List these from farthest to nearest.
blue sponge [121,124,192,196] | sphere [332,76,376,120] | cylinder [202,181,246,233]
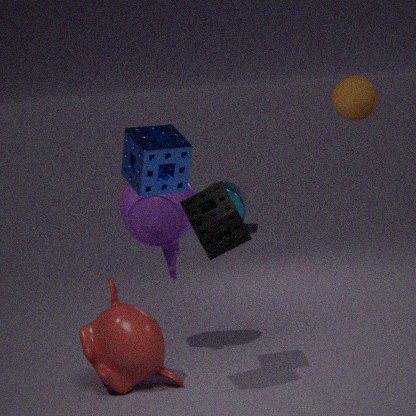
1. cylinder [202,181,246,233]
2. sphere [332,76,376,120]
3. blue sponge [121,124,192,196]
